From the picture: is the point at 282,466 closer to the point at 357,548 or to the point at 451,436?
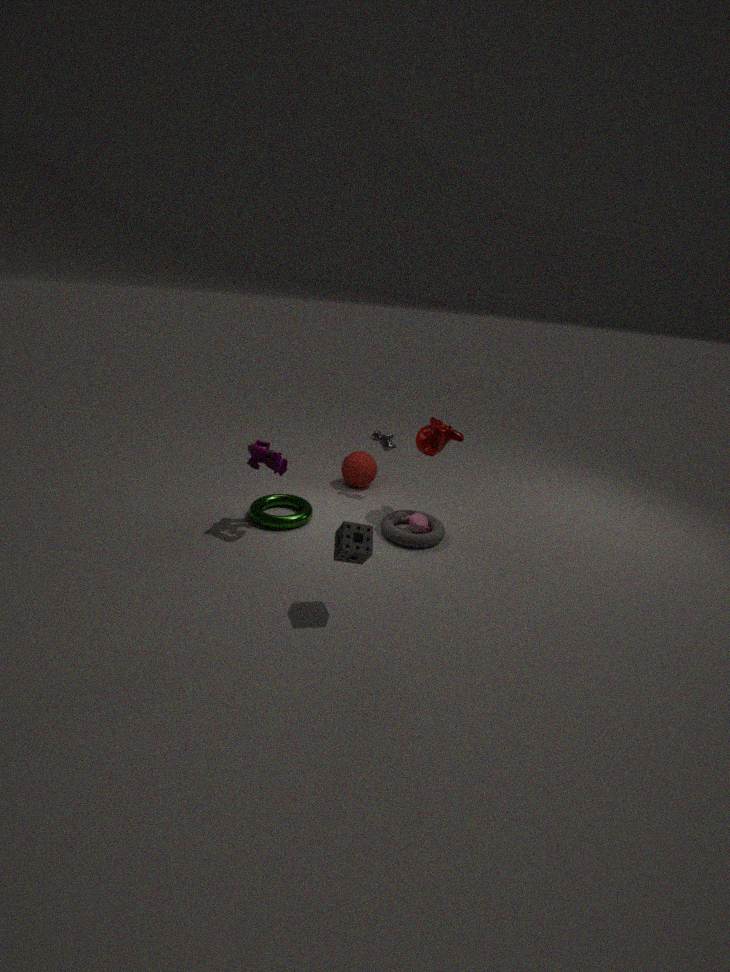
the point at 357,548
